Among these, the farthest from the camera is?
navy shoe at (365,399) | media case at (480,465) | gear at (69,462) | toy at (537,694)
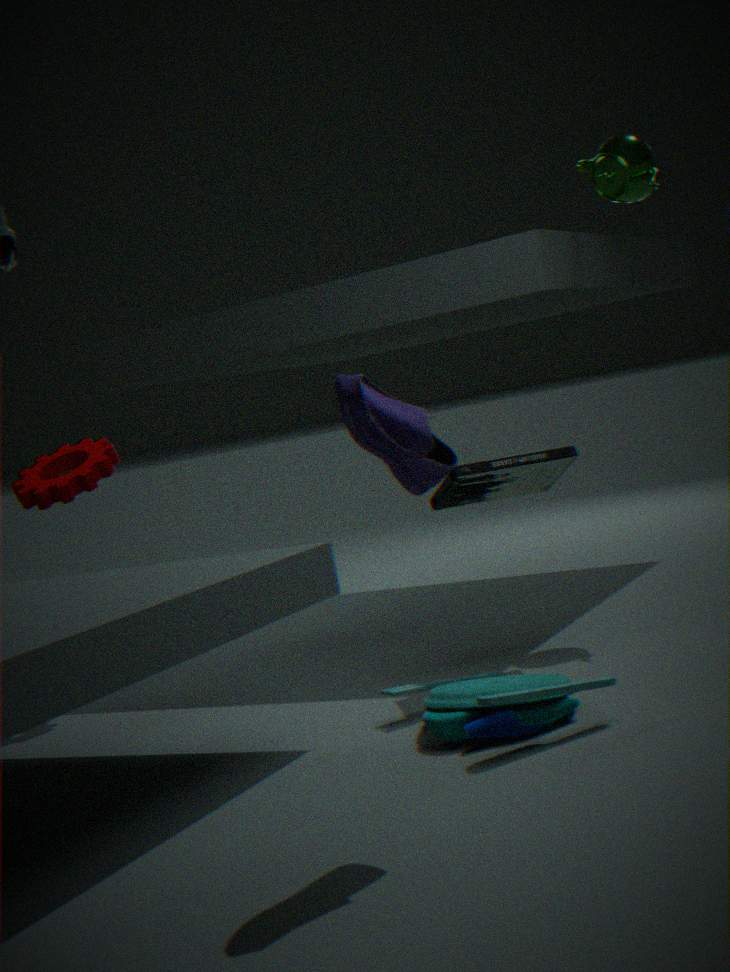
gear at (69,462)
